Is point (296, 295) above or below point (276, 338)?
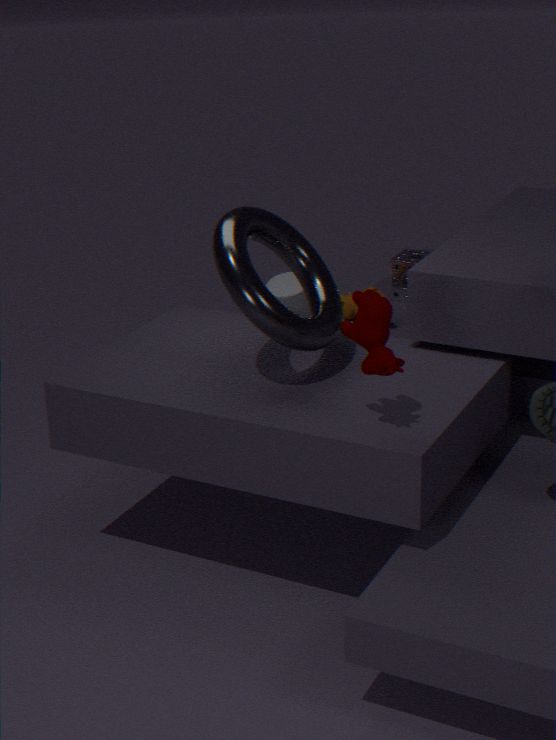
below
